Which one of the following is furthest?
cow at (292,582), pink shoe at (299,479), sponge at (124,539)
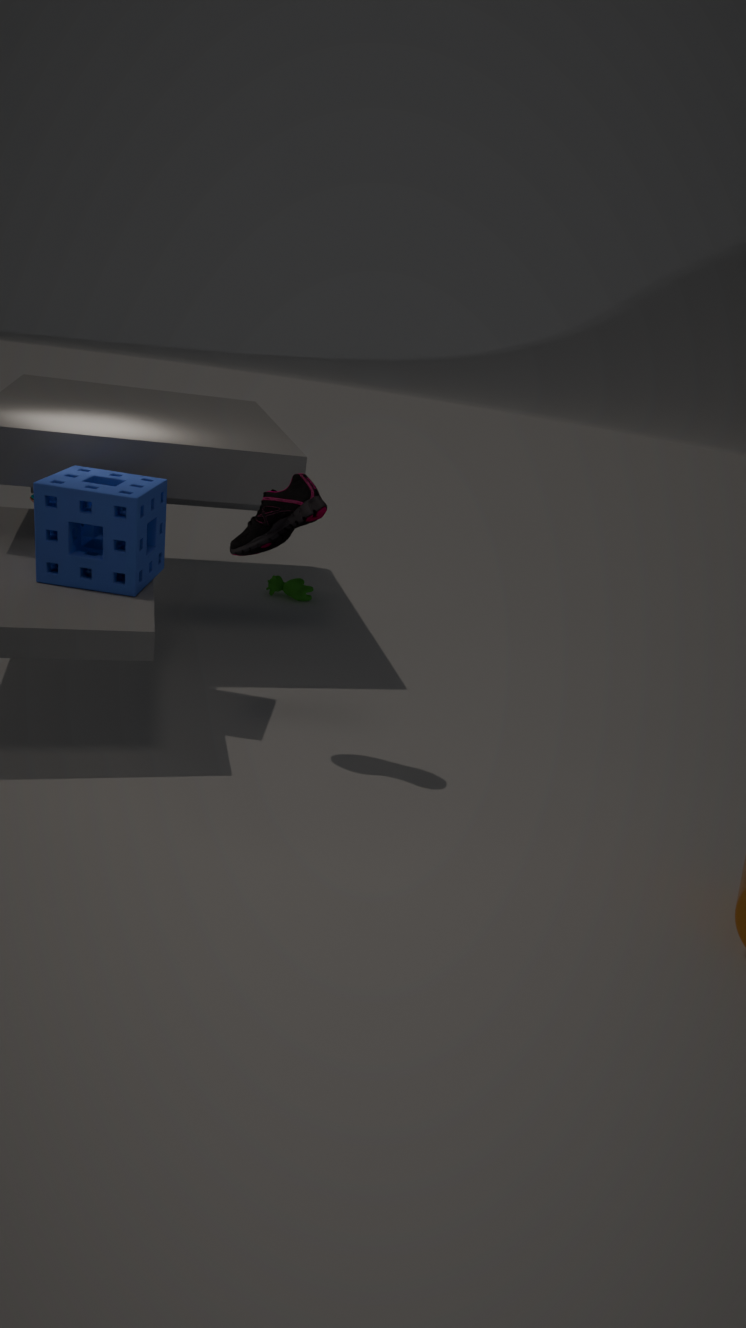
cow at (292,582)
